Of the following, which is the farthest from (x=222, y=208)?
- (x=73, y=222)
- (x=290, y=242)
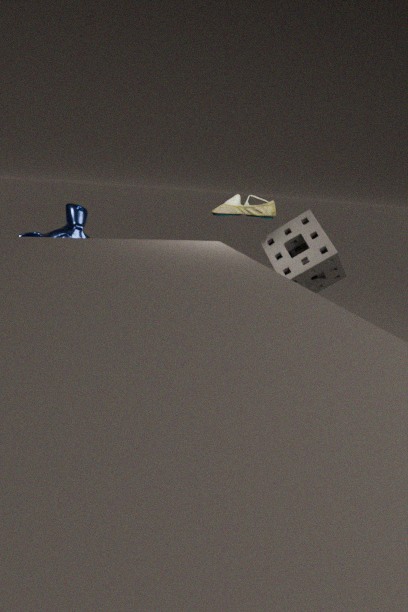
(x=73, y=222)
